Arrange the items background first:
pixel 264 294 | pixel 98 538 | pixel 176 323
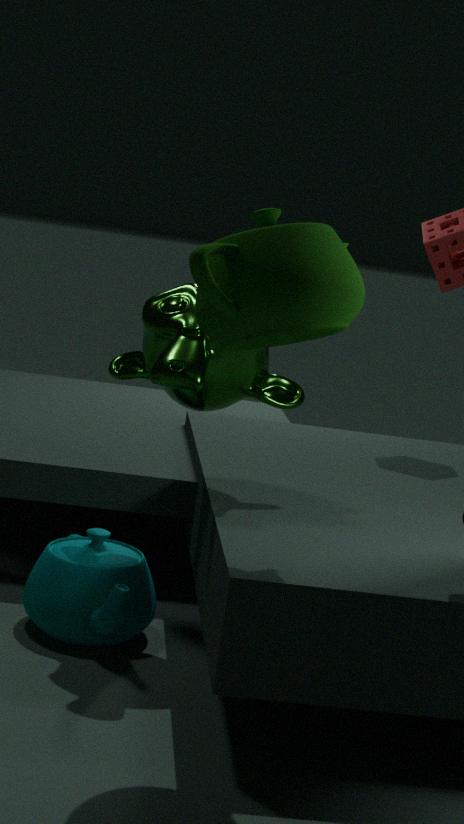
pixel 98 538 < pixel 176 323 < pixel 264 294
